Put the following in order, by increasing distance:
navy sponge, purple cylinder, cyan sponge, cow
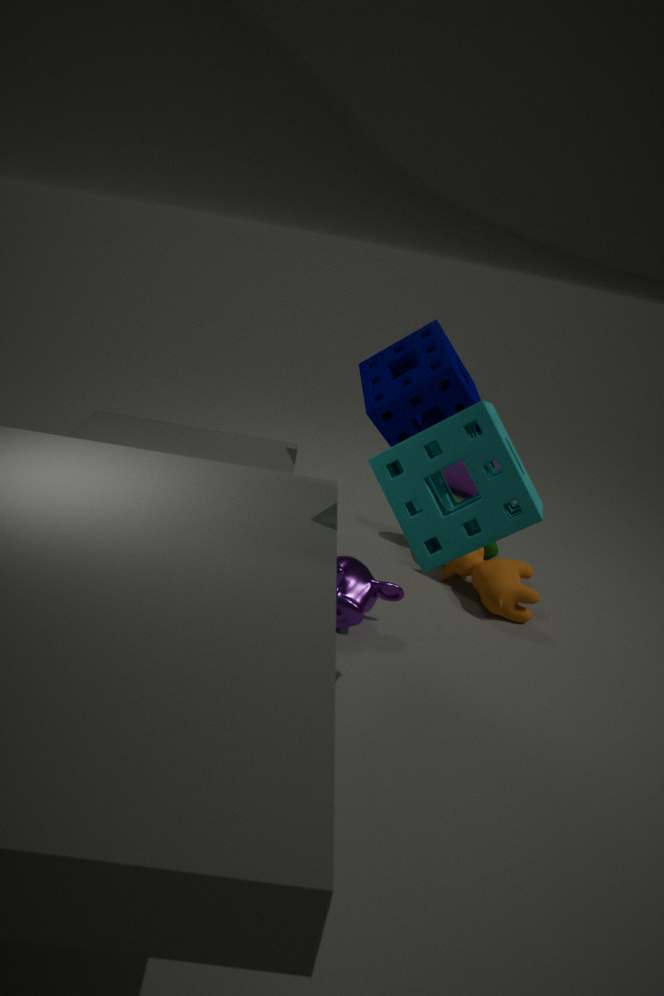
cyan sponge → navy sponge → cow → purple cylinder
